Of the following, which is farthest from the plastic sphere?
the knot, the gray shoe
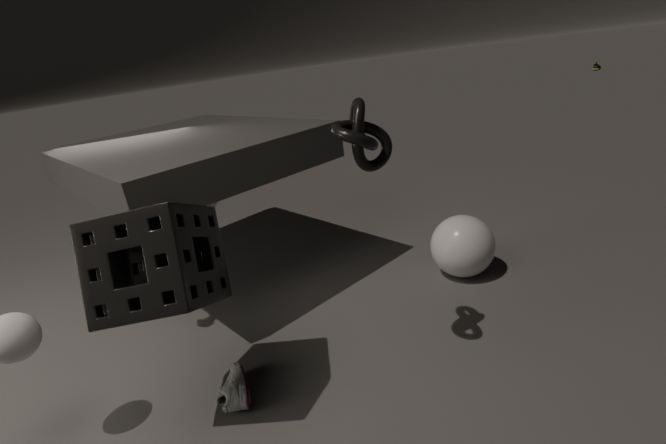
the gray shoe
